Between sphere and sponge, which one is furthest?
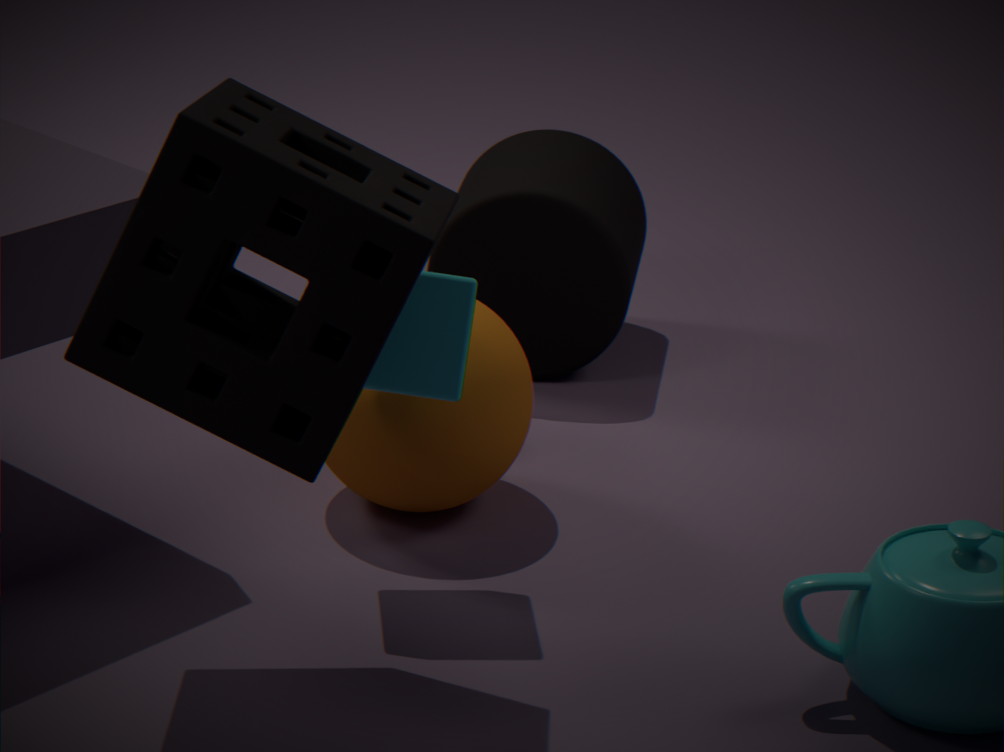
sphere
